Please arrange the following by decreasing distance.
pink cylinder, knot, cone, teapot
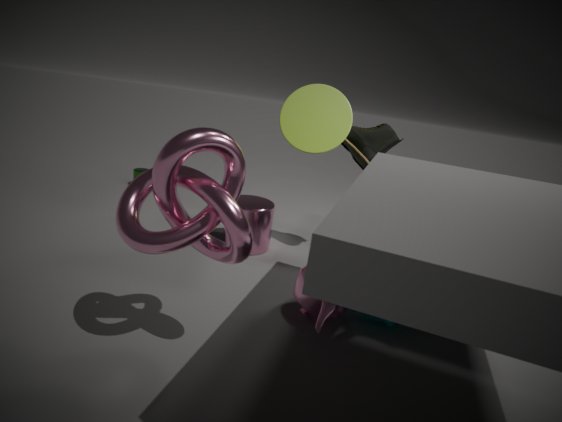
pink cylinder < cone < teapot < knot
